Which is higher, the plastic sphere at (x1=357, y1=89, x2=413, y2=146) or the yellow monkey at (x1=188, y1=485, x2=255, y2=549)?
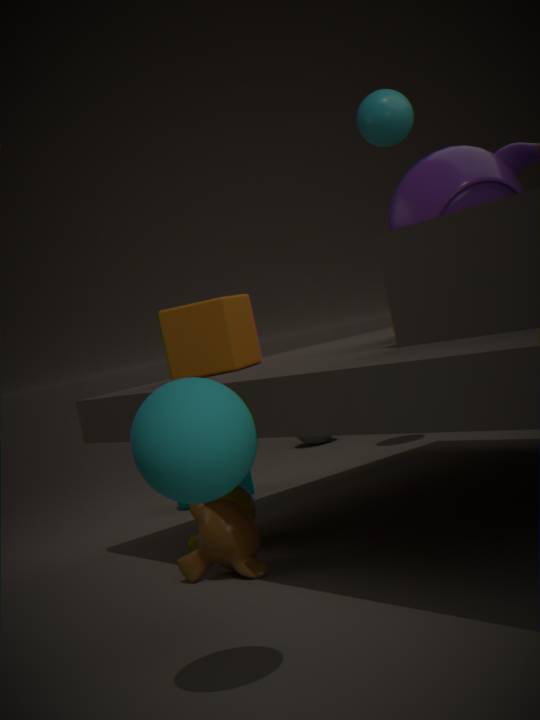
the plastic sphere at (x1=357, y1=89, x2=413, y2=146)
